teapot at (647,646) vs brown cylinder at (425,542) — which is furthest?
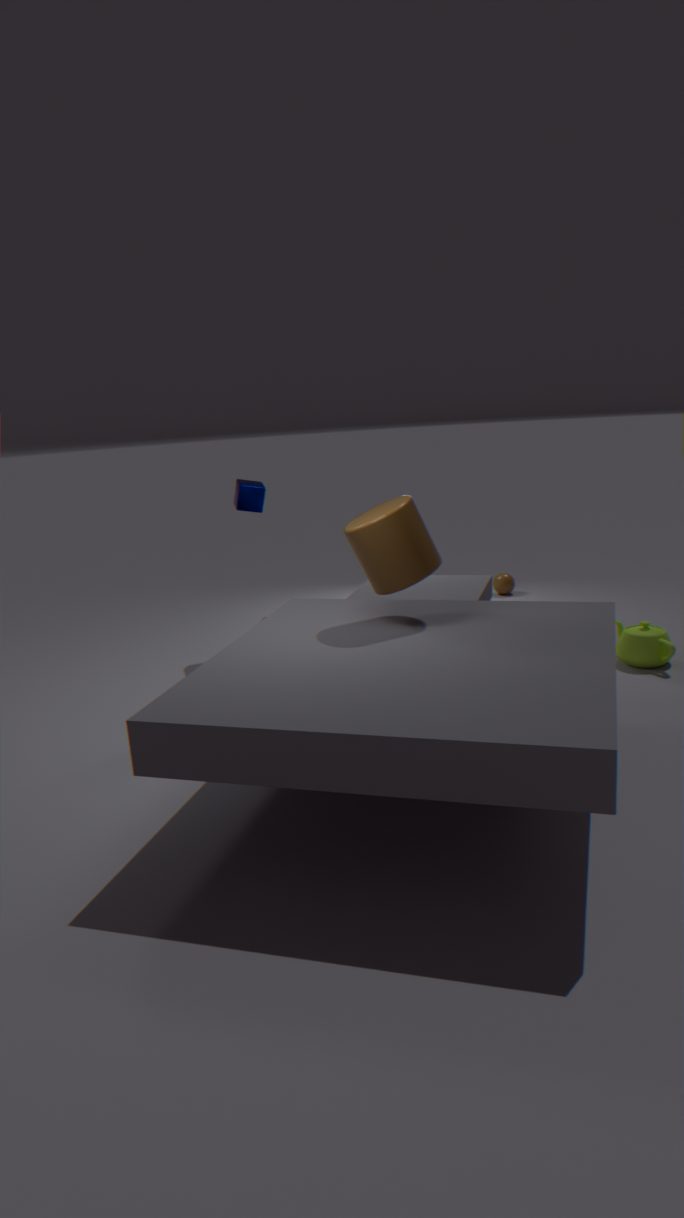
teapot at (647,646)
